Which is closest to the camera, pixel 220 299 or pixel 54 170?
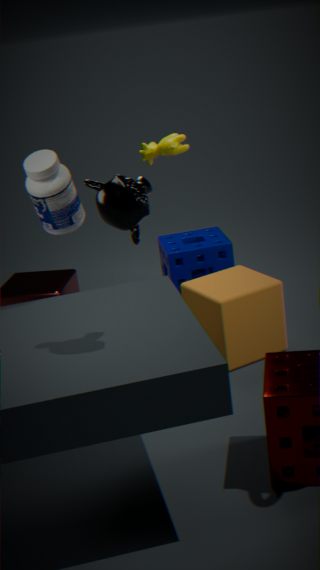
pixel 54 170
